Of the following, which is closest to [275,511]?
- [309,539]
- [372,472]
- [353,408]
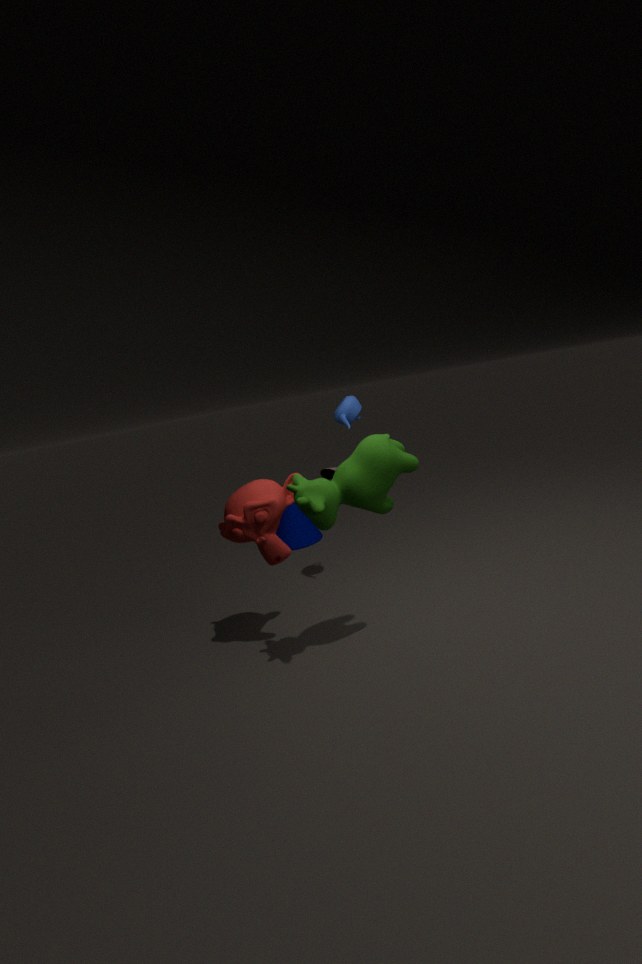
[372,472]
